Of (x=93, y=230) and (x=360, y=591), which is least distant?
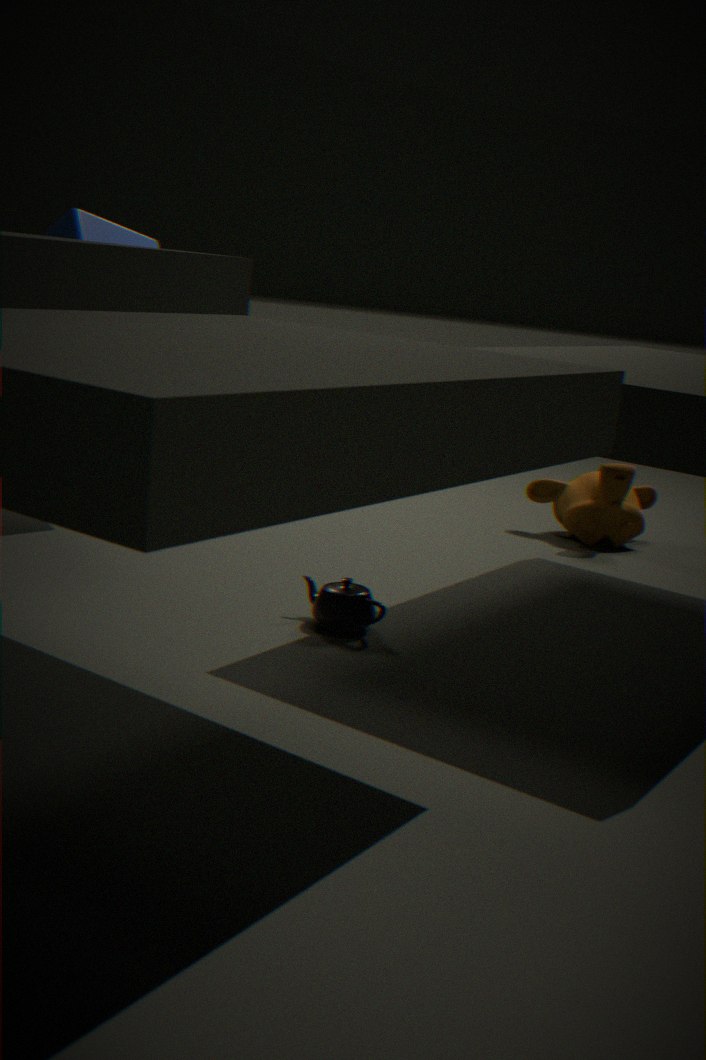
(x=360, y=591)
